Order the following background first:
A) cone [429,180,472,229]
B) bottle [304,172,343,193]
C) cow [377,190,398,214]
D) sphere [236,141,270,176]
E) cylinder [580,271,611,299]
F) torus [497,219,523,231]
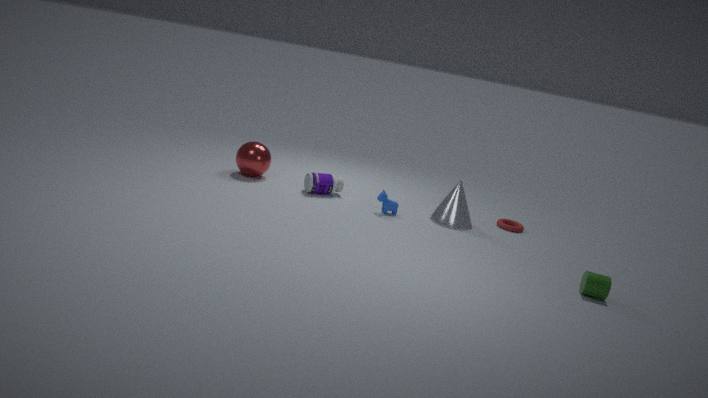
sphere [236,141,270,176], torus [497,219,523,231], bottle [304,172,343,193], cone [429,180,472,229], cow [377,190,398,214], cylinder [580,271,611,299]
